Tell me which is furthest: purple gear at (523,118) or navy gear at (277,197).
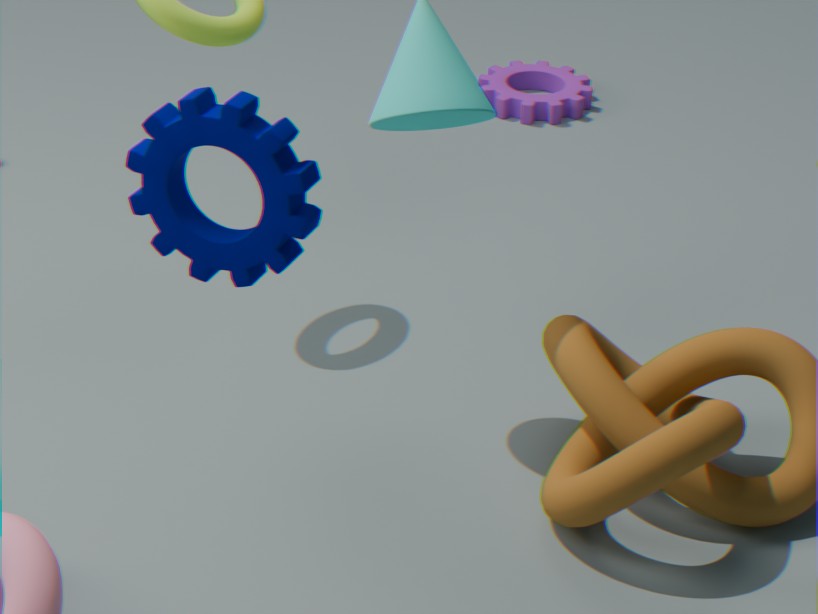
purple gear at (523,118)
